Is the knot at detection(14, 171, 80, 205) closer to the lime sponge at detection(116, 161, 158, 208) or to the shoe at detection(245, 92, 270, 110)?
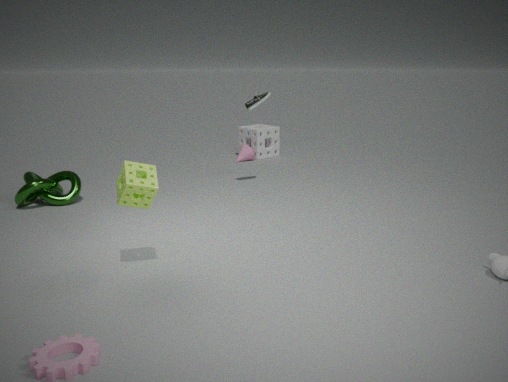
the lime sponge at detection(116, 161, 158, 208)
